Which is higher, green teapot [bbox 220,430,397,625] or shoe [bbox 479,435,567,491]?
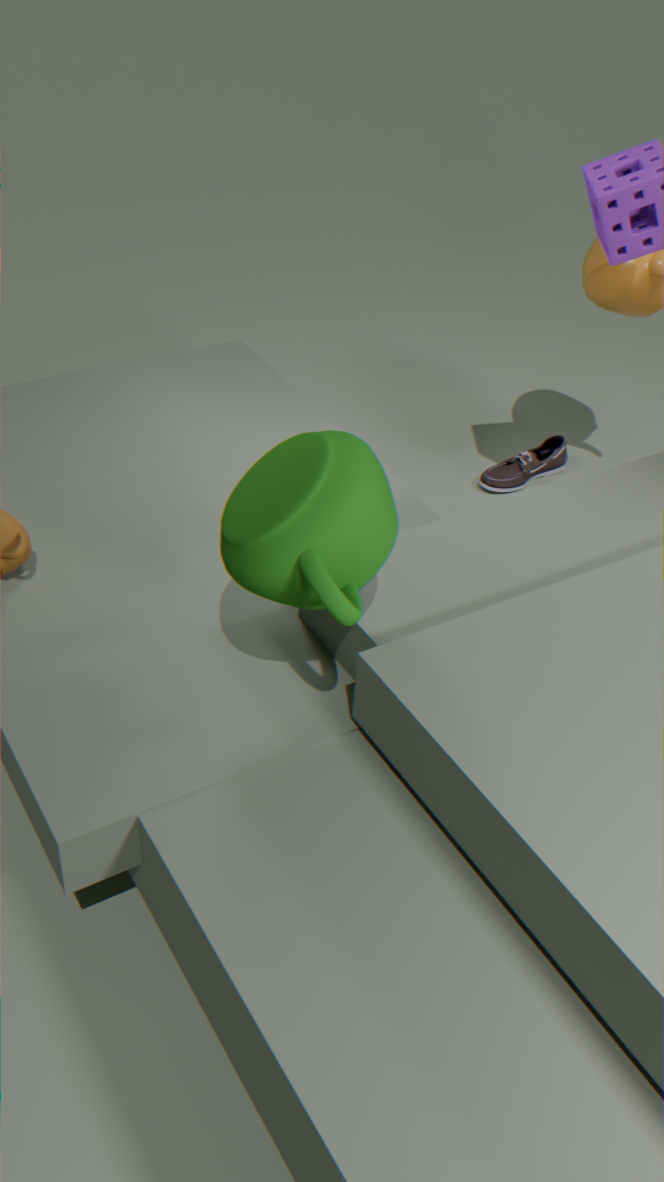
green teapot [bbox 220,430,397,625]
